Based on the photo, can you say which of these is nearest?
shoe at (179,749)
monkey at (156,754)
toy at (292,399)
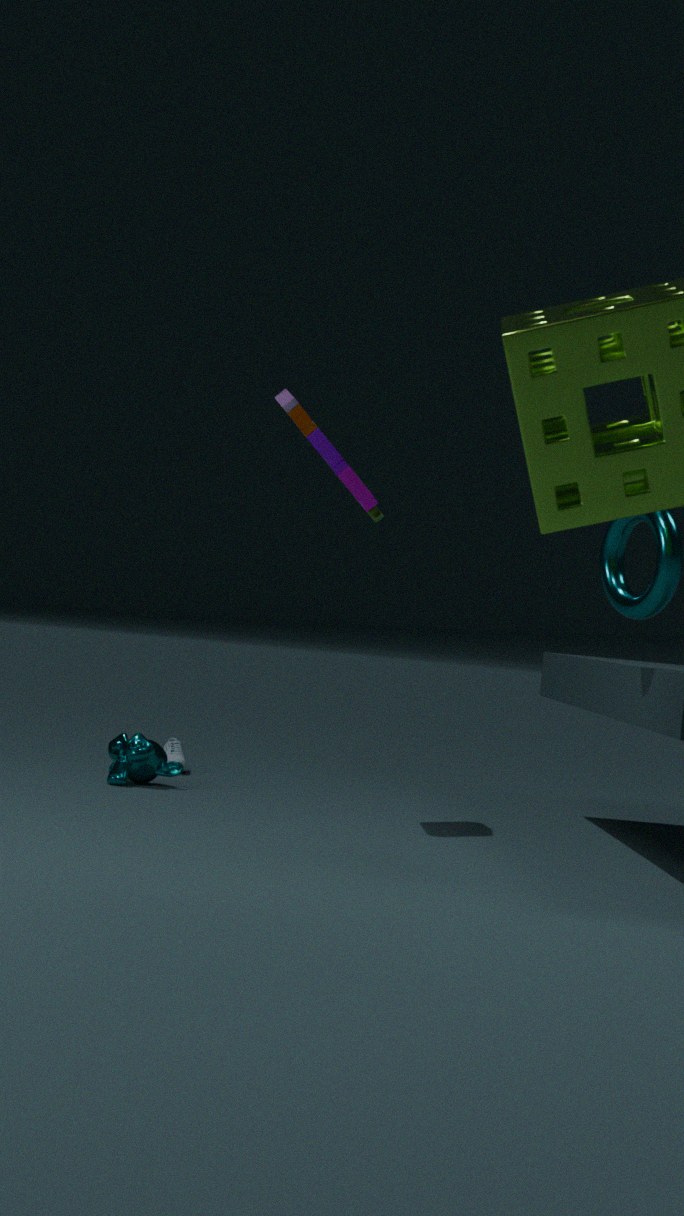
toy at (292,399)
